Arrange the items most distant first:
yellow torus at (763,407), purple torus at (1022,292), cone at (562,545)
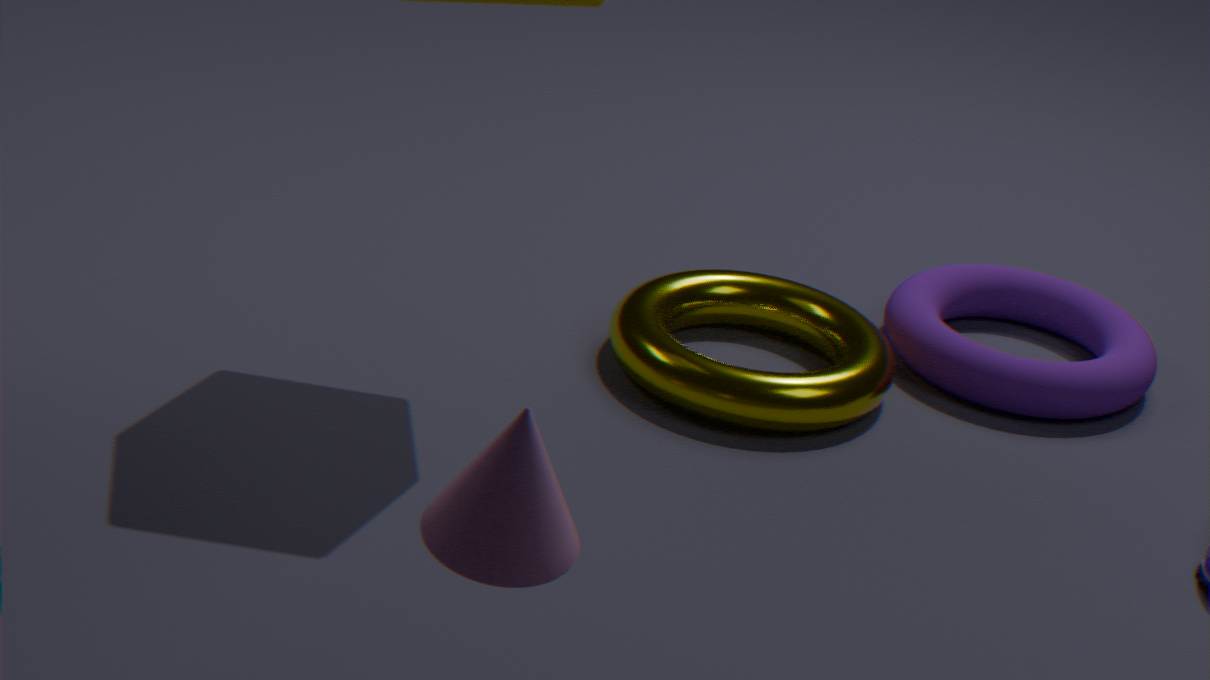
1. purple torus at (1022,292)
2. yellow torus at (763,407)
3. cone at (562,545)
